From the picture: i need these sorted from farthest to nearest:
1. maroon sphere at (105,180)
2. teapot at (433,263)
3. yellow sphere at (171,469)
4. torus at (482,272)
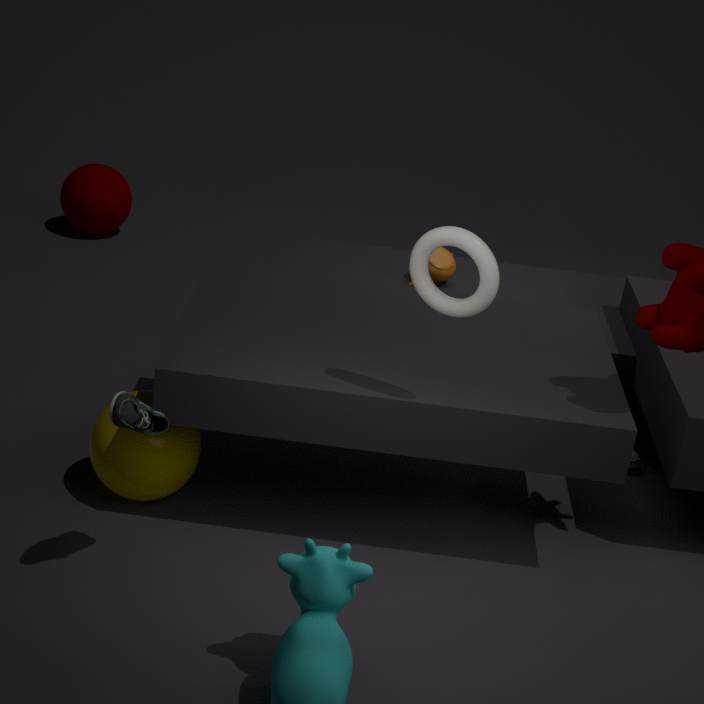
maroon sphere at (105,180) < teapot at (433,263) < yellow sphere at (171,469) < torus at (482,272)
